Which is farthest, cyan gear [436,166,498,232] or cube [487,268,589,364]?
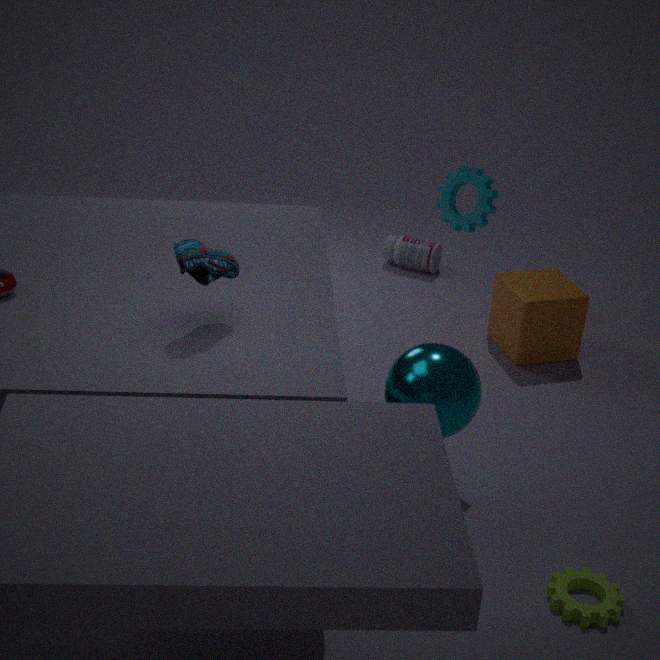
cube [487,268,589,364]
